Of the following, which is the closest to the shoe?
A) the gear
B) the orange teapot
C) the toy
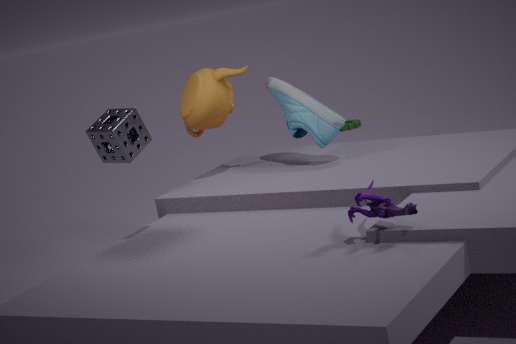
the orange teapot
